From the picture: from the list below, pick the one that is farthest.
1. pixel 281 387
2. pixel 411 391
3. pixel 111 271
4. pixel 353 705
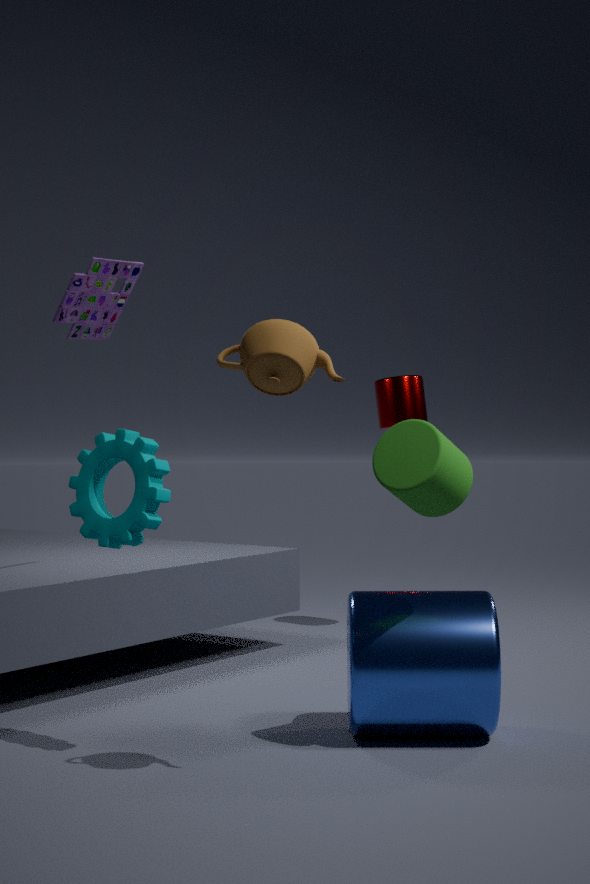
pixel 411 391
